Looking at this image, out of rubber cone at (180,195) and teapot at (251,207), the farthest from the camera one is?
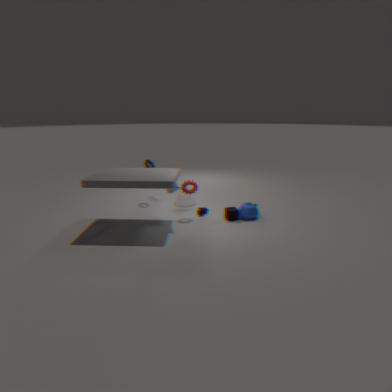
rubber cone at (180,195)
